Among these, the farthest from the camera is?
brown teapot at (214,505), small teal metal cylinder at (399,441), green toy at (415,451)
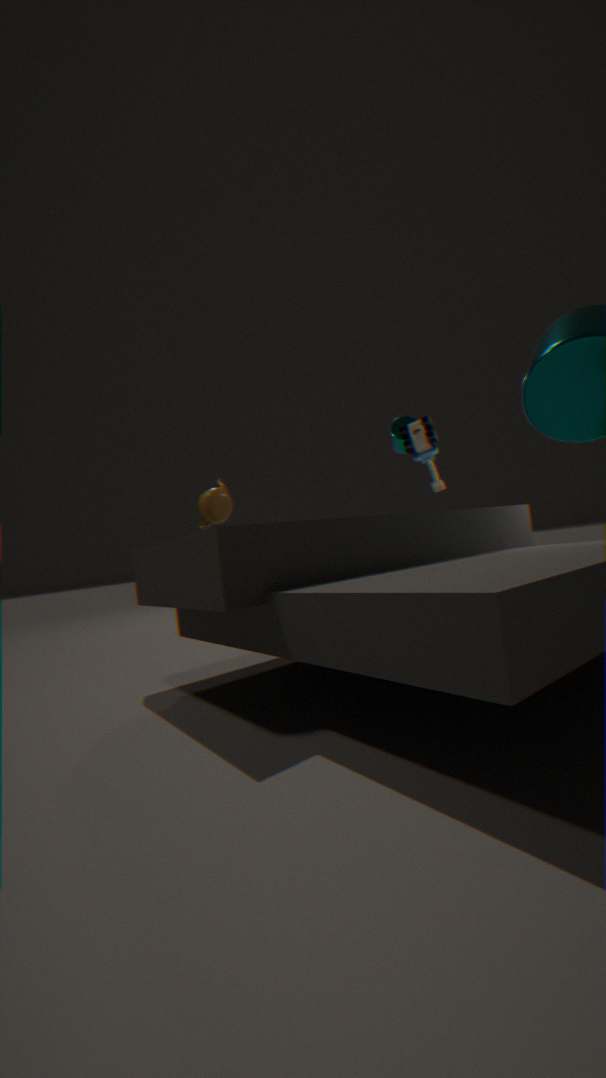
small teal metal cylinder at (399,441)
